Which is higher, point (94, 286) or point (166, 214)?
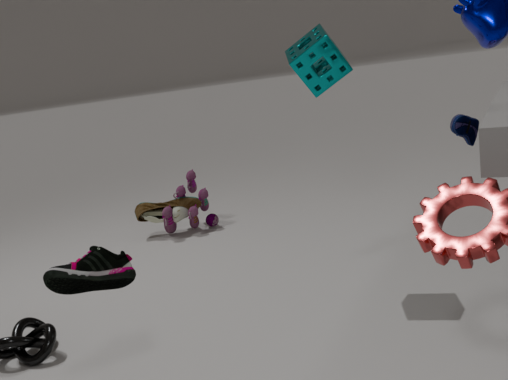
point (94, 286)
